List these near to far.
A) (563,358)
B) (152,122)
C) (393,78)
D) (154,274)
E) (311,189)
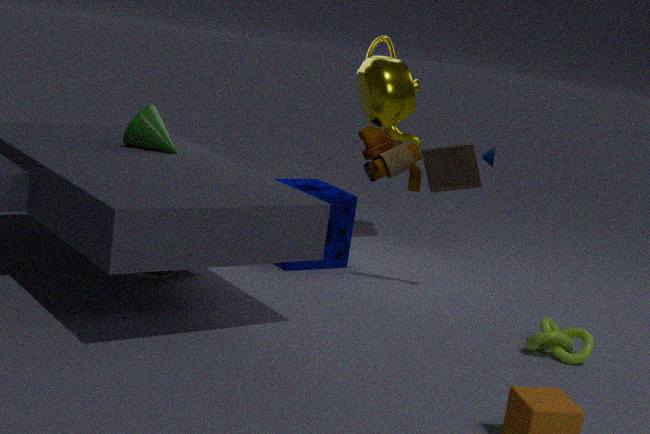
(563,358)
(152,122)
(393,78)
(154,274)
(311,189)
